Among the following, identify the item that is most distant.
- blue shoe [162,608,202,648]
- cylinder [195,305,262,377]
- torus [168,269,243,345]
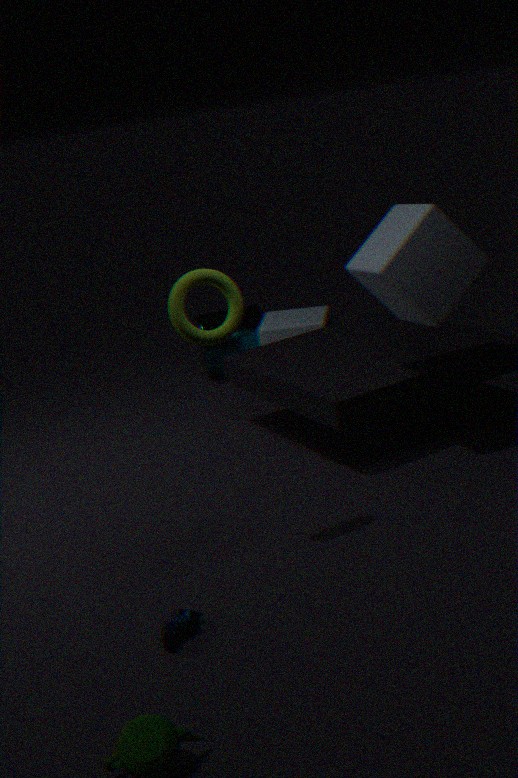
cylinder [195,305,262,377]
